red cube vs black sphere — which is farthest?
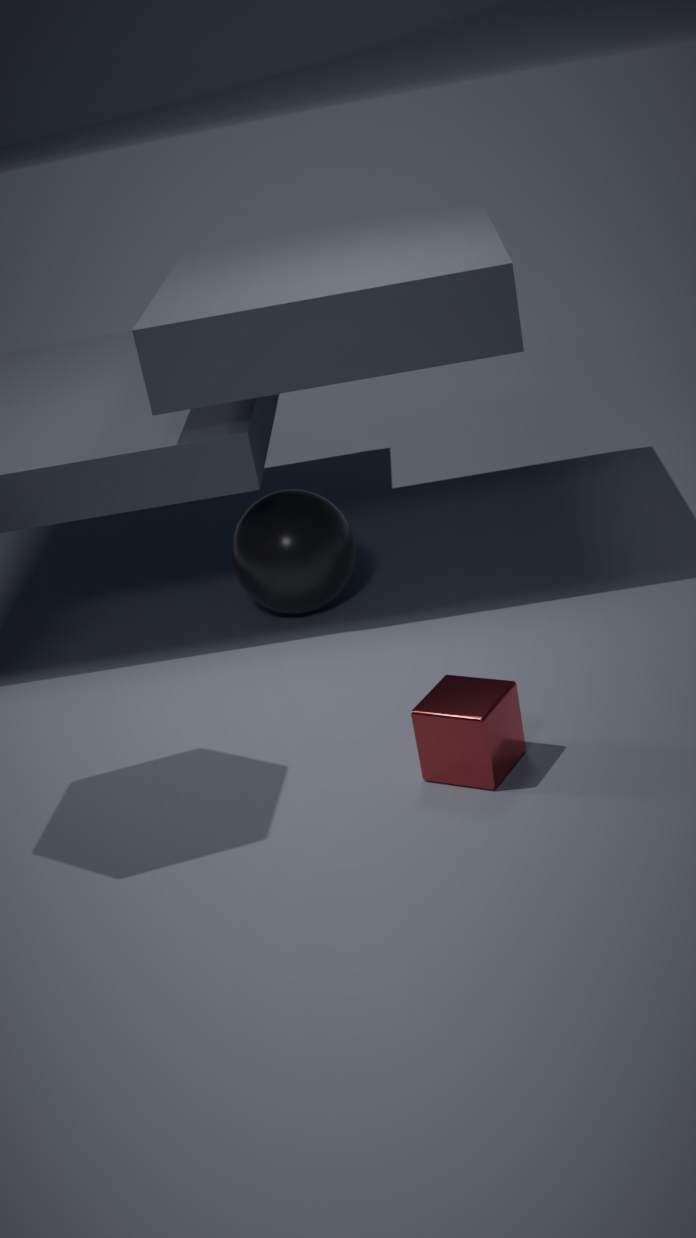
black sphere
